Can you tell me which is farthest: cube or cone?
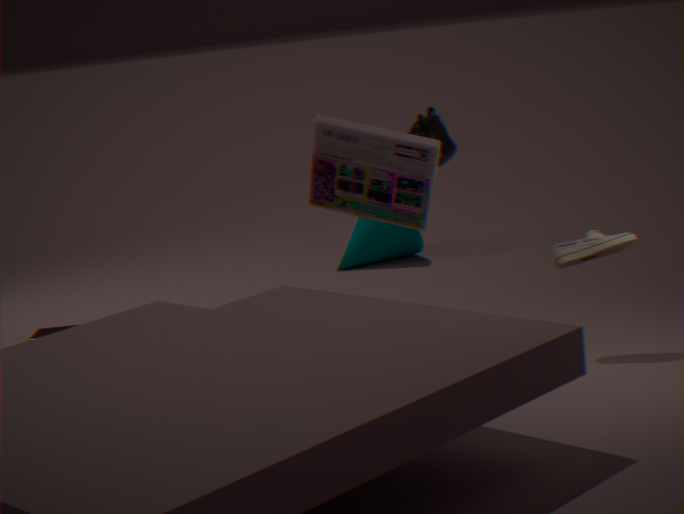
cone
